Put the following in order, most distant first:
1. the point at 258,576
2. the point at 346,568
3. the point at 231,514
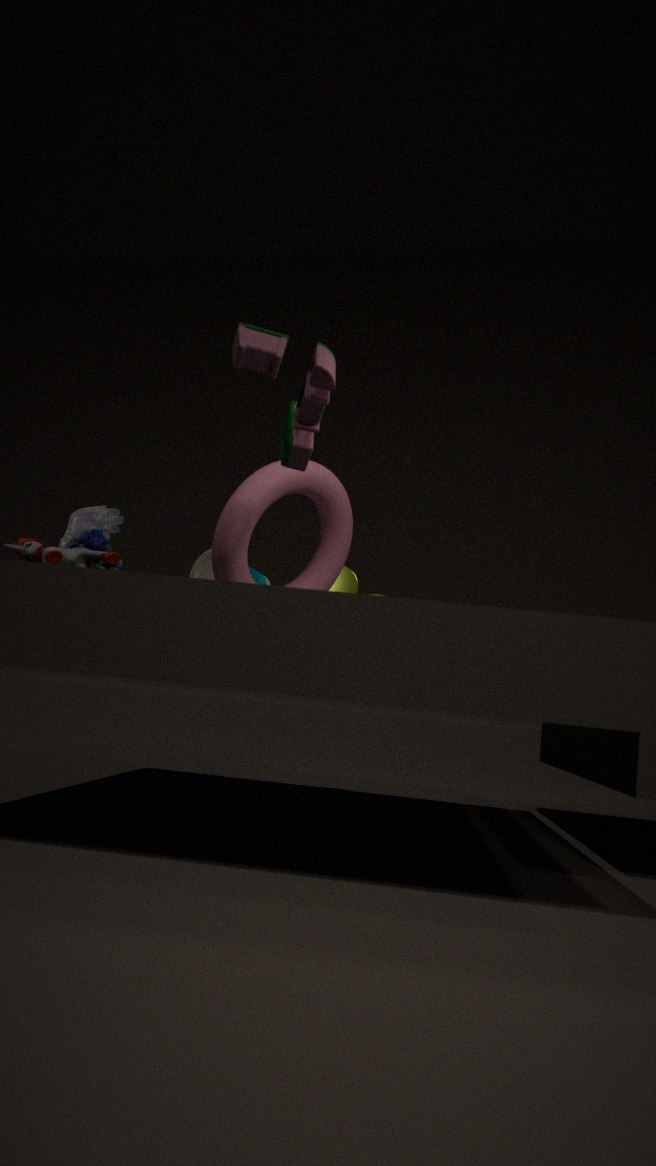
the point at 346,568 < the point at 258,576 < the point at 231,514
